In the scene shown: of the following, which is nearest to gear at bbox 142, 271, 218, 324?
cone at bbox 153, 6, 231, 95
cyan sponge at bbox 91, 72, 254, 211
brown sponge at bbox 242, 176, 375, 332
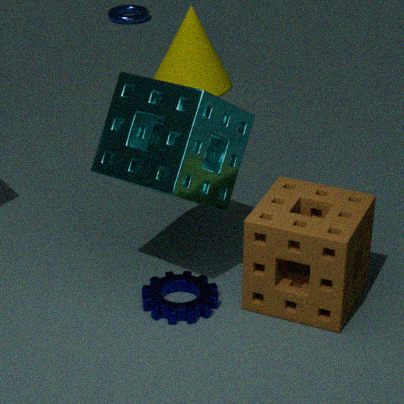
brown sponge at bbox 242, 176, 375, 332
